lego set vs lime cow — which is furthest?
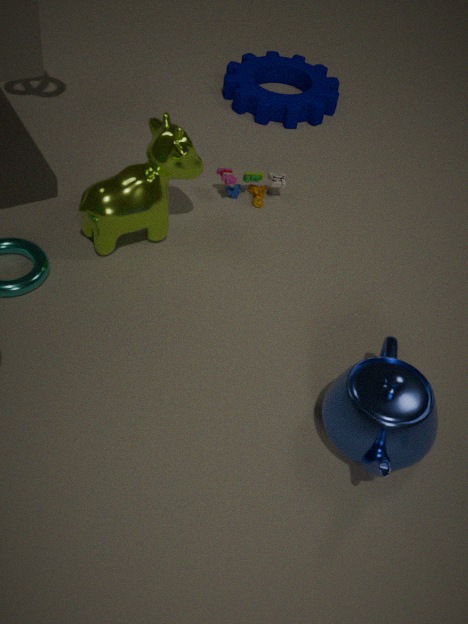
lego set
